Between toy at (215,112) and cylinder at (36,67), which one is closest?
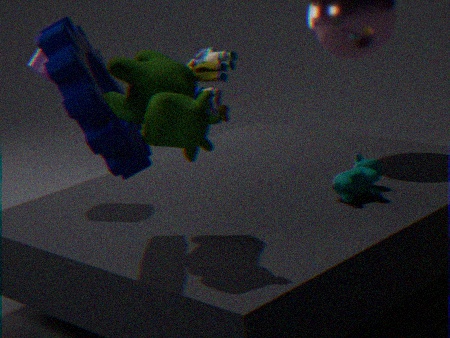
cylinder at (36,67)
